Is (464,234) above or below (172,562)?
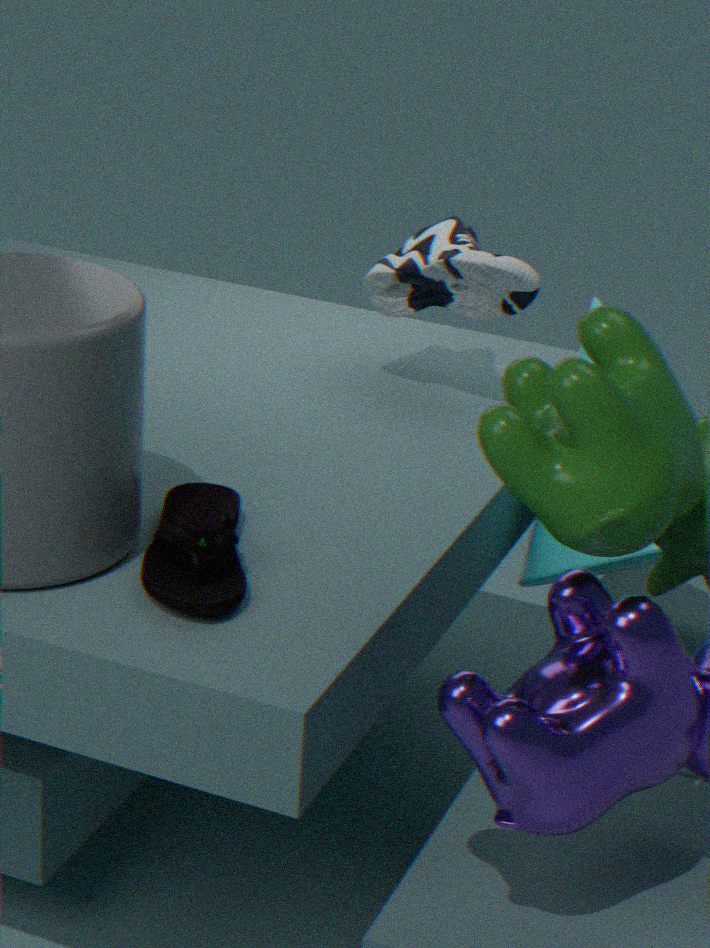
above
